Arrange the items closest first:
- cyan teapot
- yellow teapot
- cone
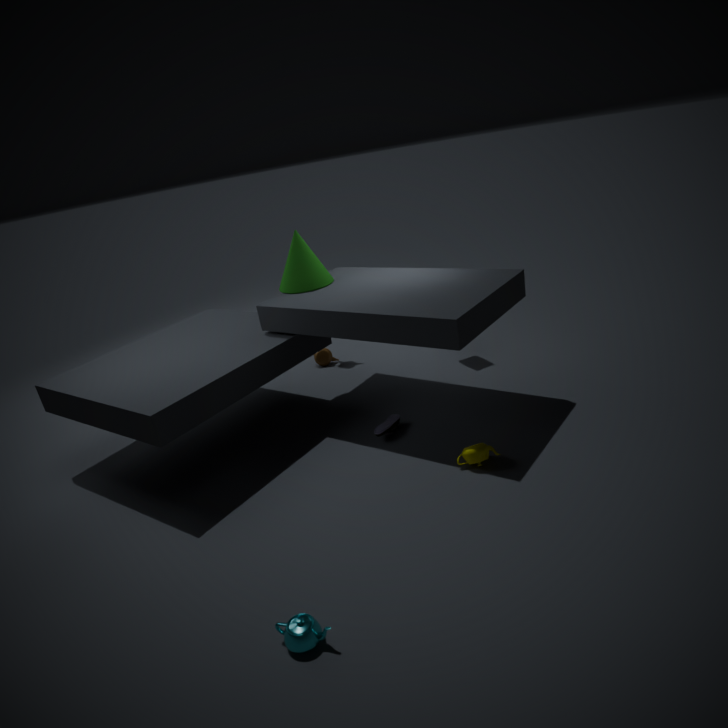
cyan teapot → yellow teapot → cone
